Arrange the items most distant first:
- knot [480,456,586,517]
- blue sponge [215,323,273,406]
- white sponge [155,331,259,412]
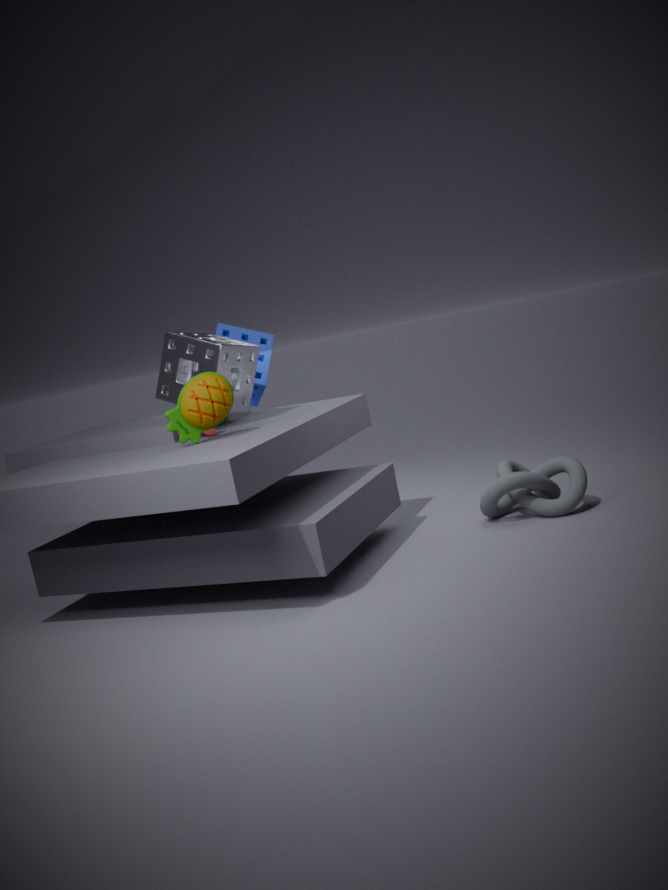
blue sponge [215,323,273,406] < white sponge [155,331,259,412] < knot [480,456,586,517]
